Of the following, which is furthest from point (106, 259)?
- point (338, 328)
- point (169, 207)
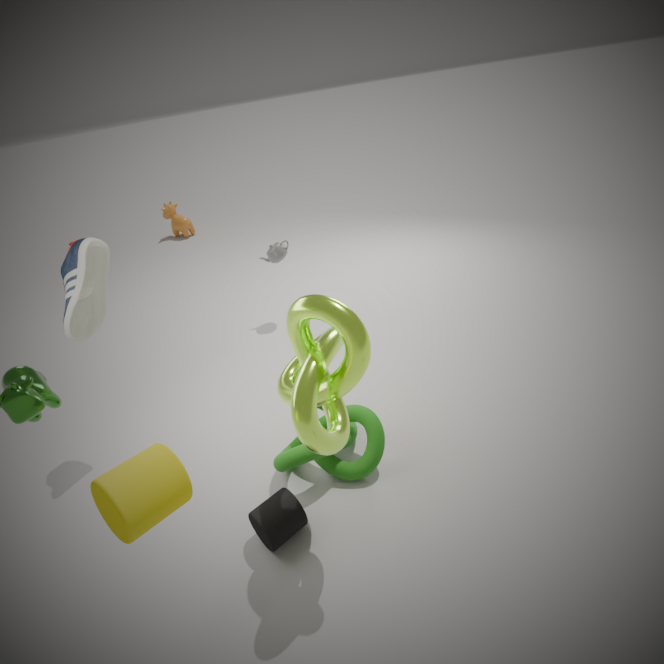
point (169, 207)
